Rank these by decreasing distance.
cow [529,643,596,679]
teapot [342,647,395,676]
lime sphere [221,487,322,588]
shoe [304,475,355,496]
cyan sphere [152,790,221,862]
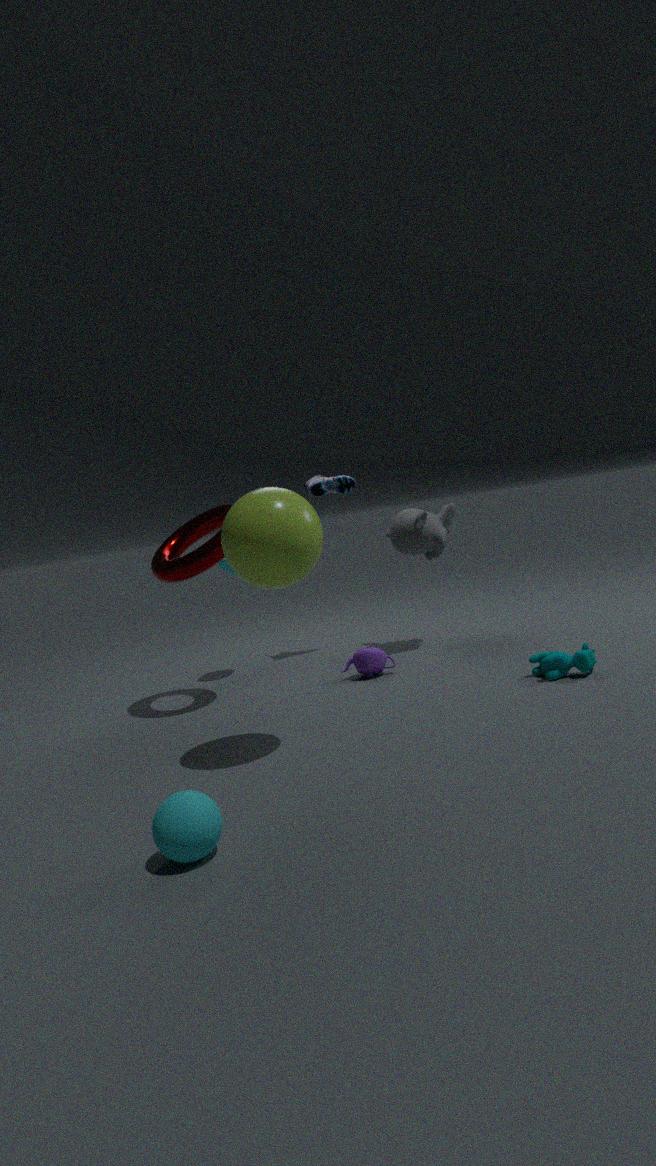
shoe [304,475,355,496], teapot [342,647,395,676], cow [529,643,596,679], lime sphere [221,487,322,588], cyan sphere [152,790,221,862]
